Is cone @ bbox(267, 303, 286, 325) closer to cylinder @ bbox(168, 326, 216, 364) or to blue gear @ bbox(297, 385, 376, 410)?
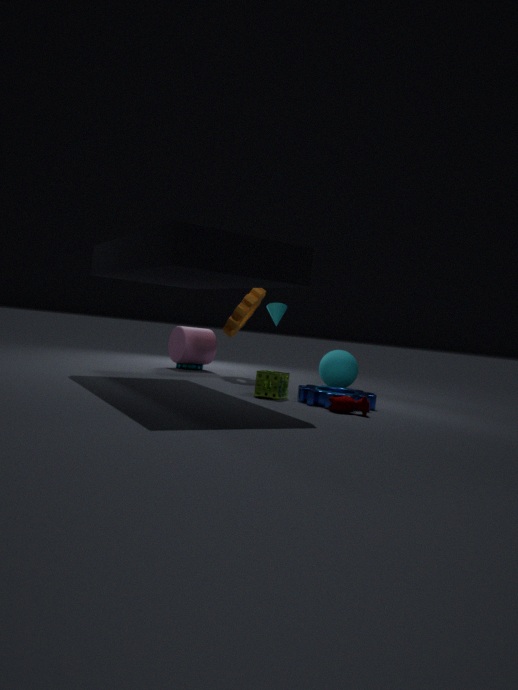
cylinder @ bbox(168, 326, 216, 364)
